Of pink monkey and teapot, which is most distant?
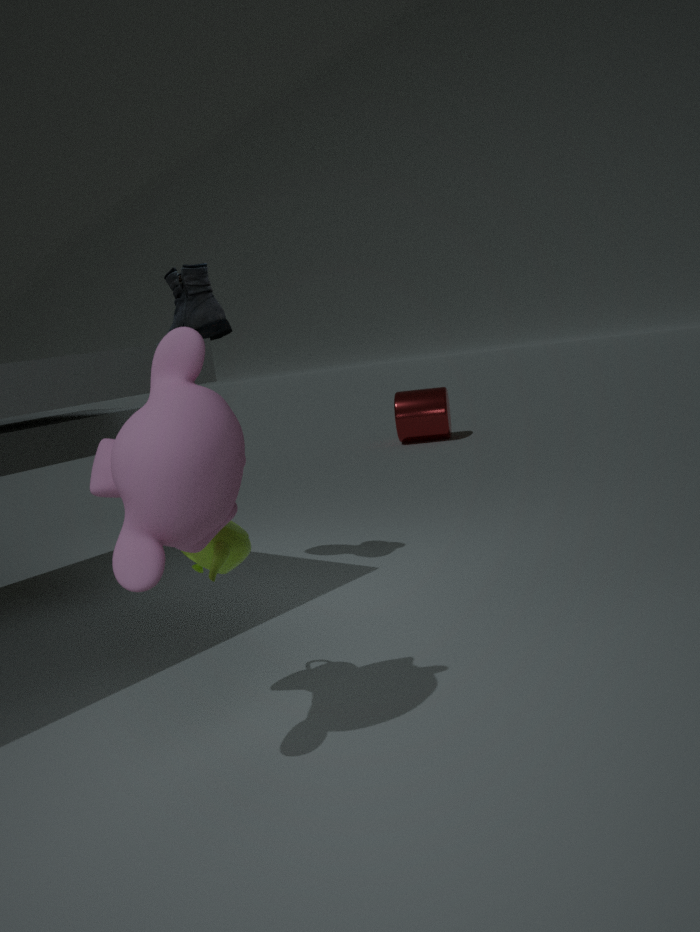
teapot
